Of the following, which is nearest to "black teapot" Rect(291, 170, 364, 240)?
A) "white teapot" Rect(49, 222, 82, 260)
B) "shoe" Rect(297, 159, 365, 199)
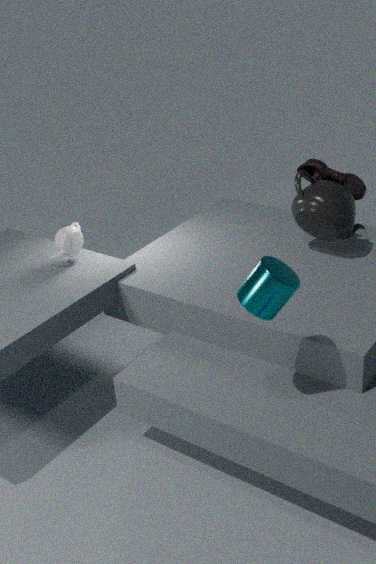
"shoe" Rect(297, 159, 365, 199)
